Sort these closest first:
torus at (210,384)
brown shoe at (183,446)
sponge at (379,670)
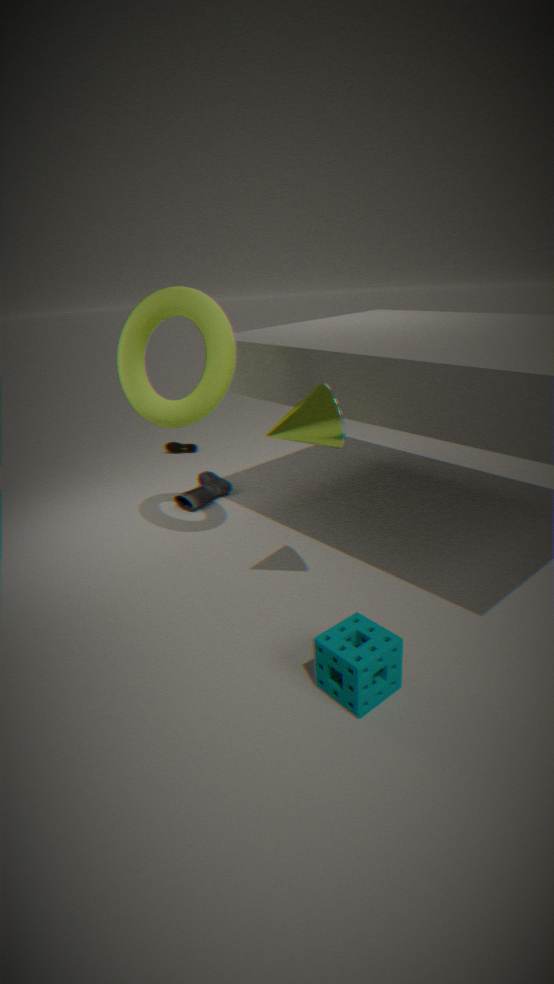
sponge at (379,670) < torus at (210,384) < brown shoe at (183,446)
